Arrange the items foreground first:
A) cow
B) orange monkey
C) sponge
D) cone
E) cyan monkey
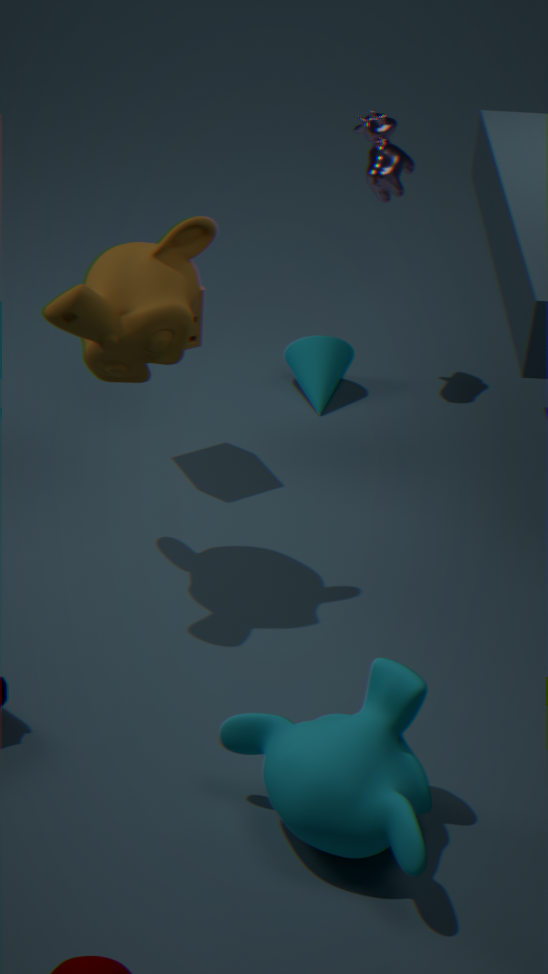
1. cyan monkey
2. orange monkey
3. sponge
4. cow
5. cone
